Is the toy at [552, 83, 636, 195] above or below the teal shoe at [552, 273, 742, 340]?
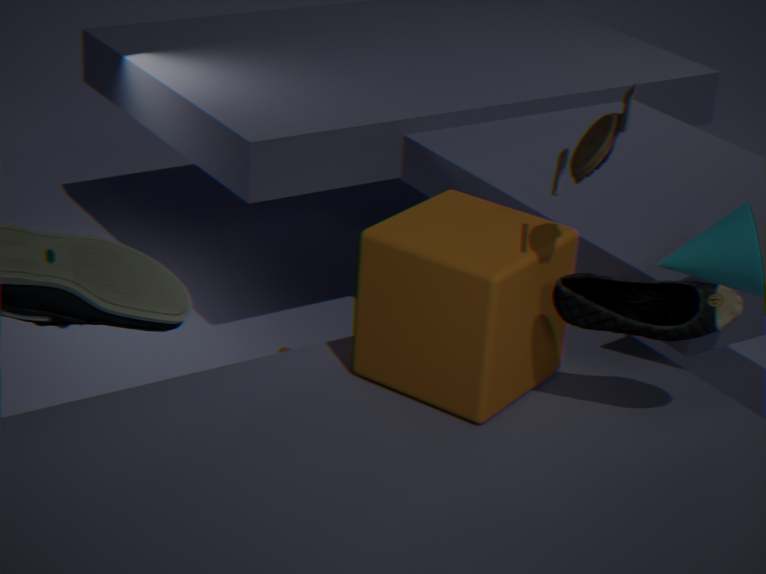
above
